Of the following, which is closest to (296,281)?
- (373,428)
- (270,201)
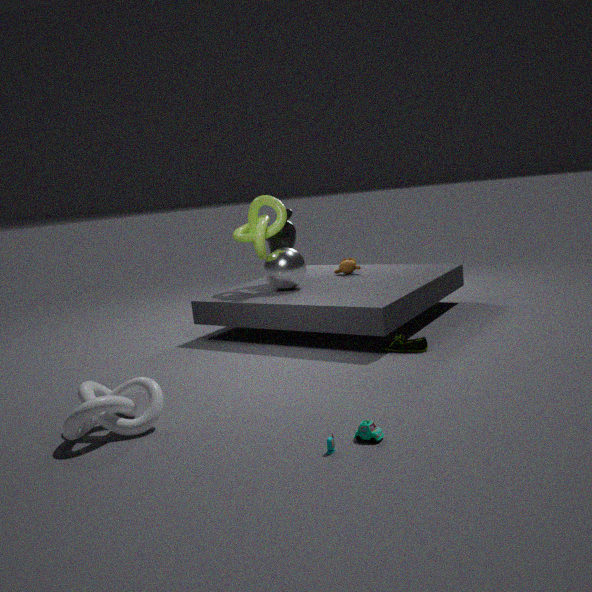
(270,201)
